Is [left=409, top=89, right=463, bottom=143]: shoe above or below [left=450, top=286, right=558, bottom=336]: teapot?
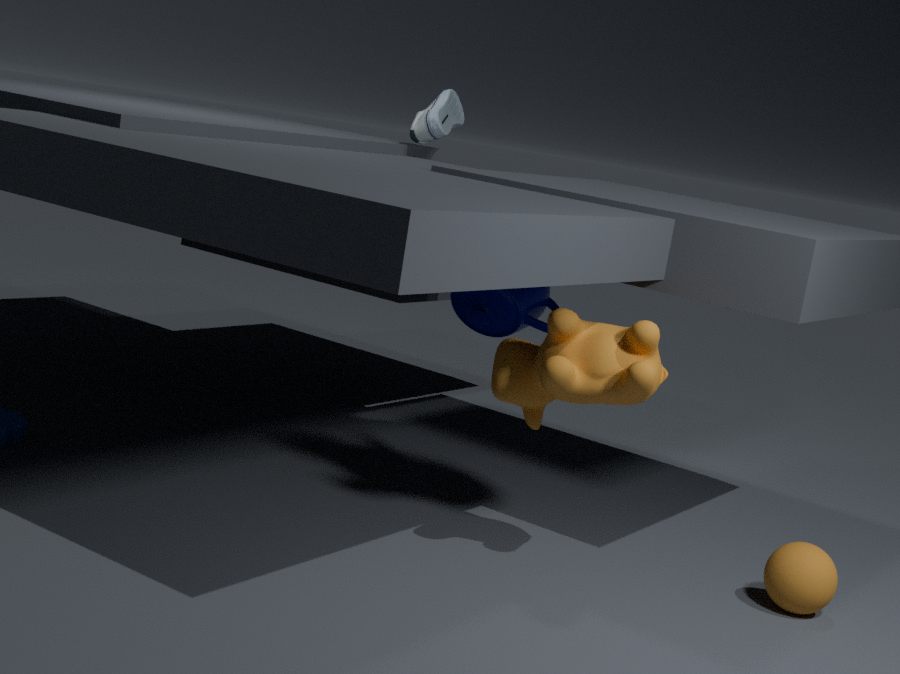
above
